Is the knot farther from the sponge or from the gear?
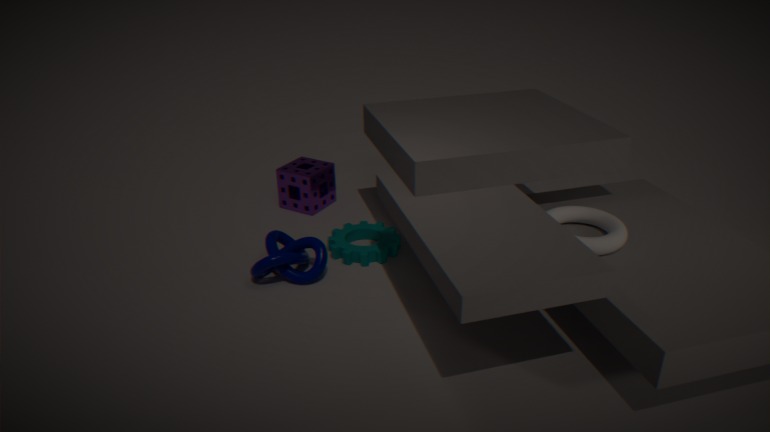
the sponge
